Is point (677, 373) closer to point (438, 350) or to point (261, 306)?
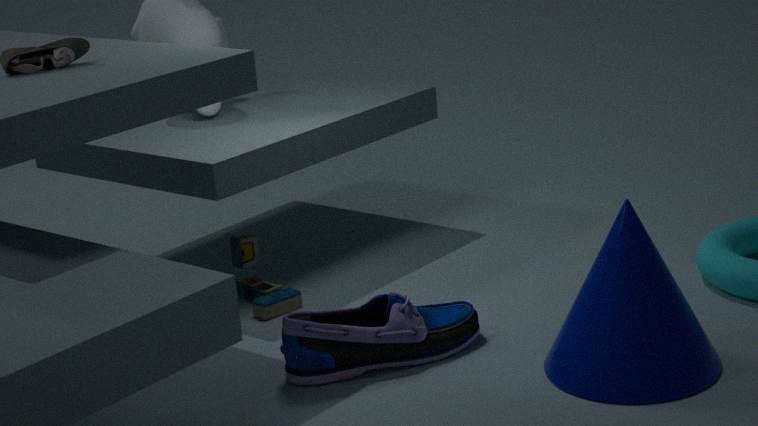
point (438, 350)
